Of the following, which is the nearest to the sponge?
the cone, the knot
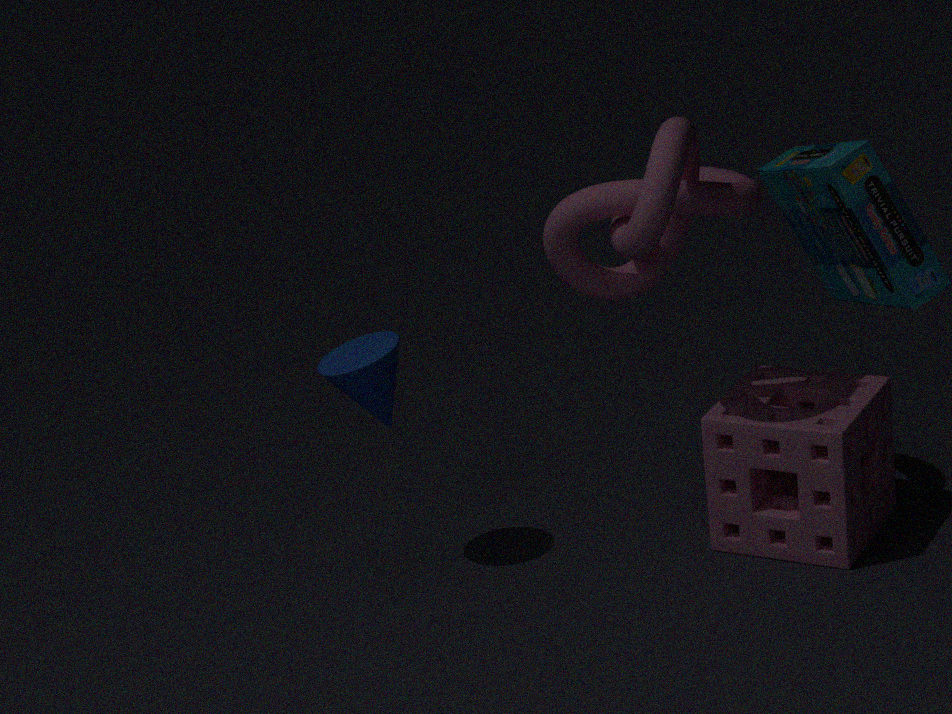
the knot
